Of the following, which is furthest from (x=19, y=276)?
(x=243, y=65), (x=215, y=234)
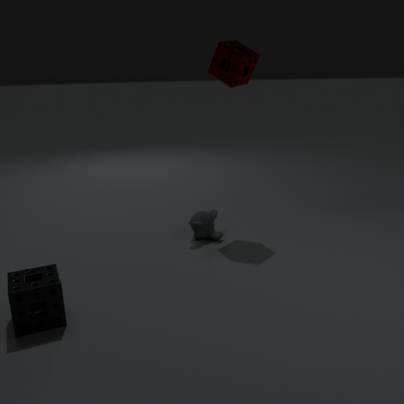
(x=243, y=65)
